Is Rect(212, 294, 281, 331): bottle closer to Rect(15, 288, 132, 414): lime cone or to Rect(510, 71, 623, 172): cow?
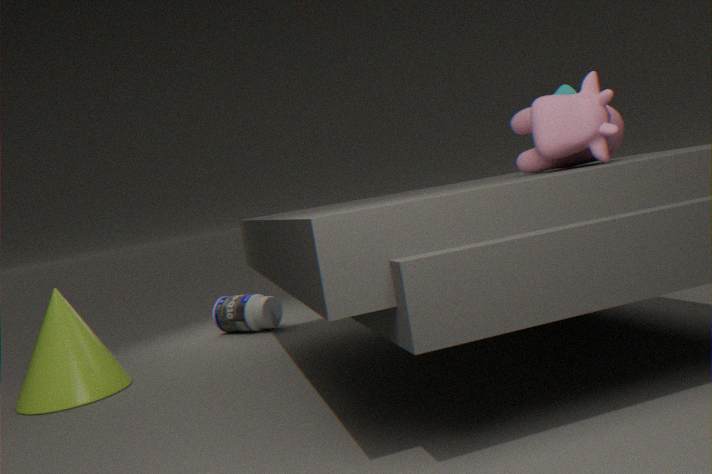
Answer: Rect(15, 288, 132, 414): lime cone
